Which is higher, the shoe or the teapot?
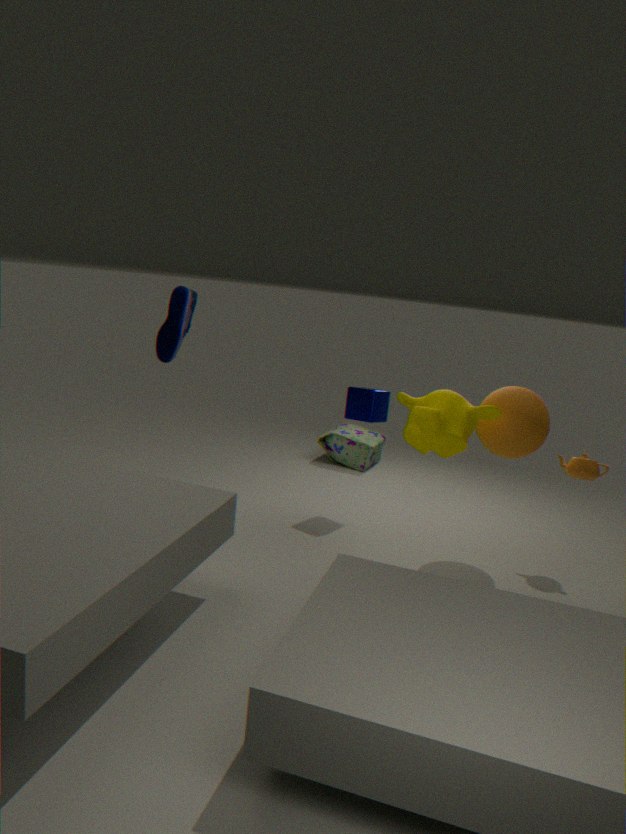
the shoe
